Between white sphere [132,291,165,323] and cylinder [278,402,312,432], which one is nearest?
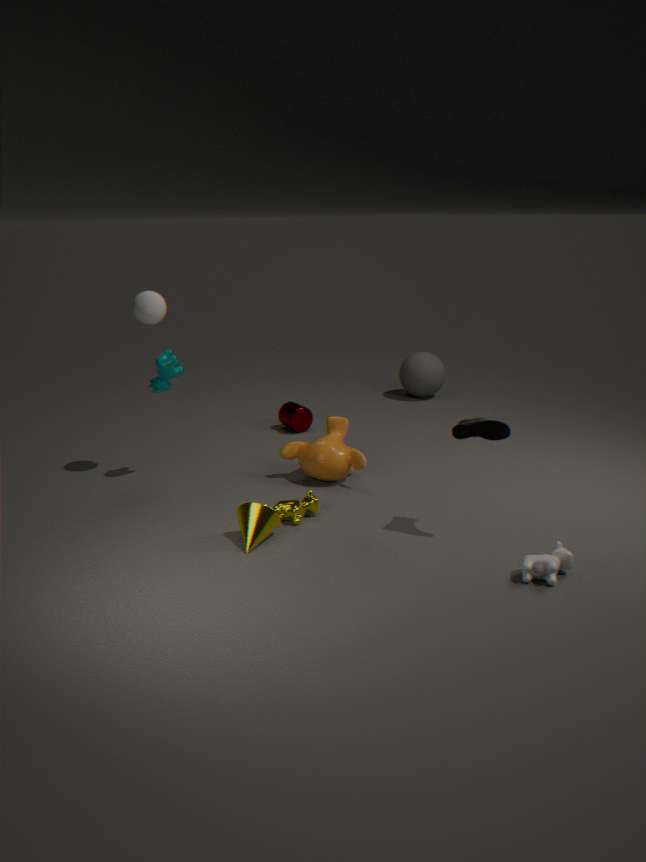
white sphere [132,291,165,323]
